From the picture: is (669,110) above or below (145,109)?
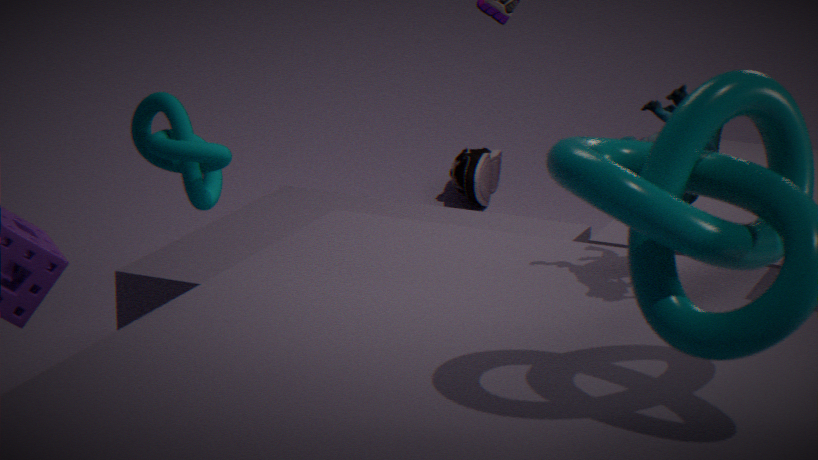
below
